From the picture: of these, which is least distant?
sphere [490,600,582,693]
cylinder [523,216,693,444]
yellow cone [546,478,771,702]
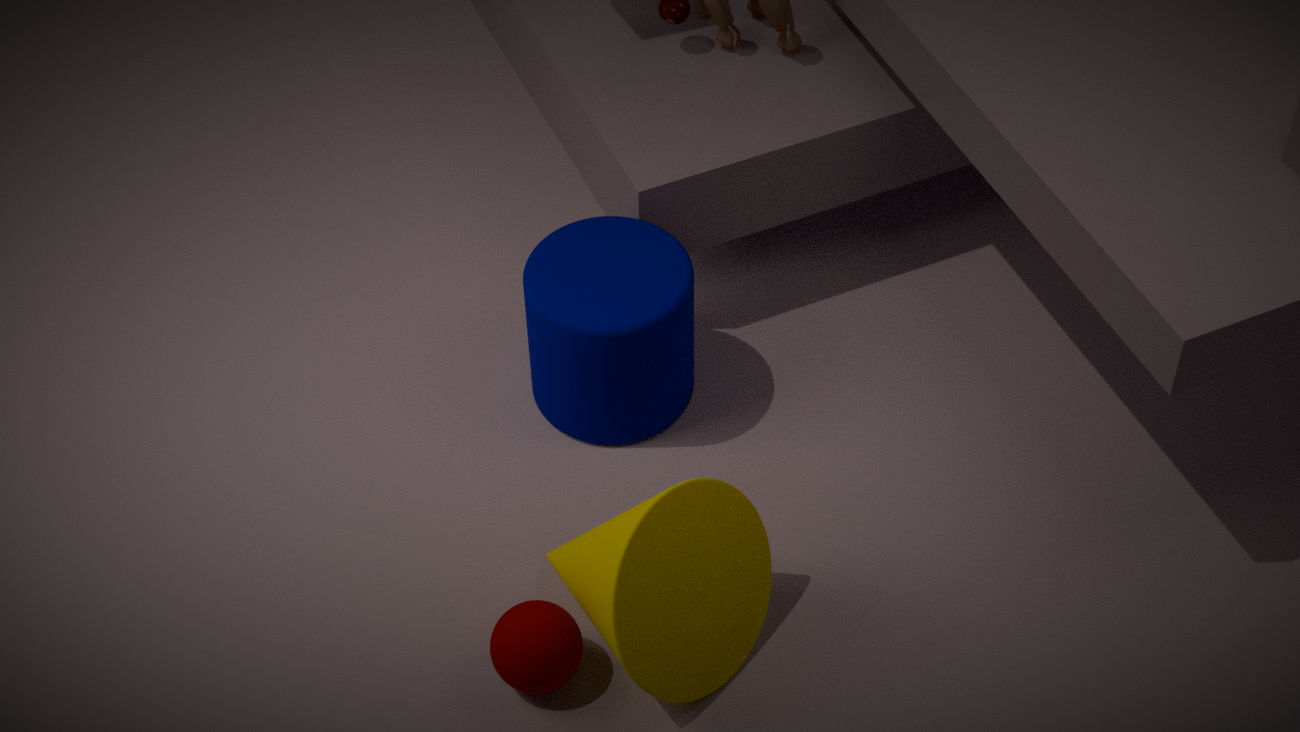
yellow cone [546,478,771,702]
